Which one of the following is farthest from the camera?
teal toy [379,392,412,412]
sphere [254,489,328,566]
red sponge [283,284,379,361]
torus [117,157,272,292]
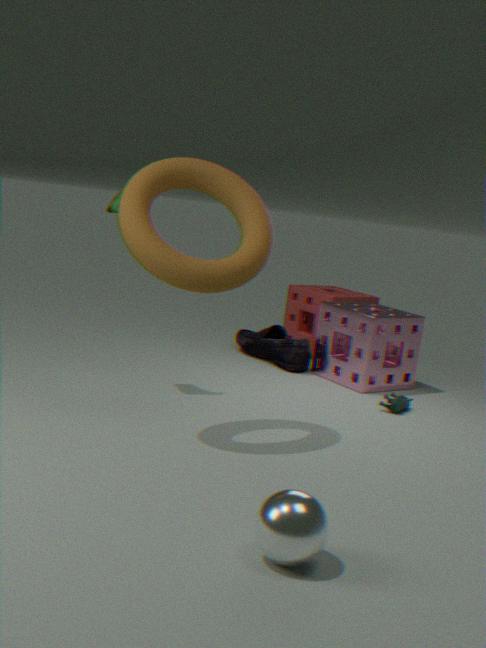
red sponge [283,284,379,361]
